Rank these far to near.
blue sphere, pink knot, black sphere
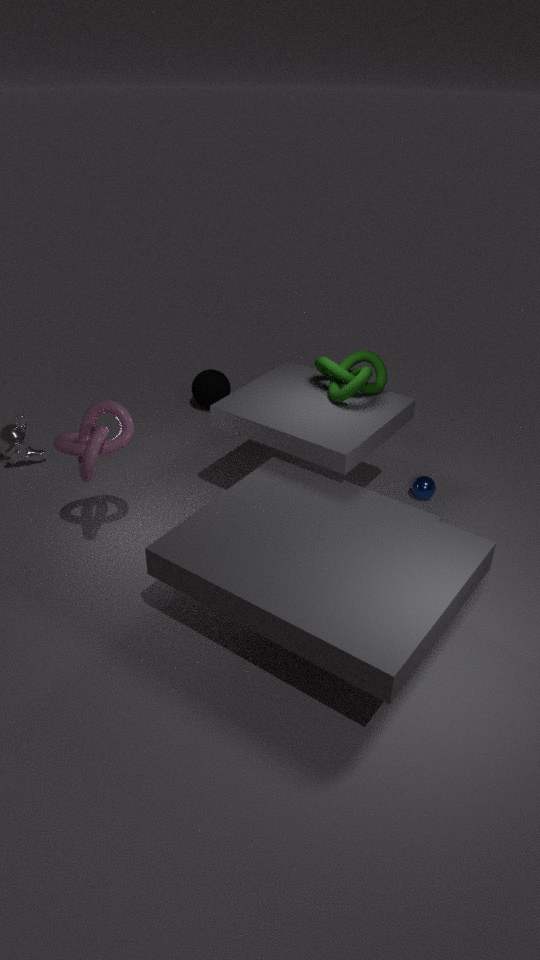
1. black sphere
2. blue sphere
3. pink knot
